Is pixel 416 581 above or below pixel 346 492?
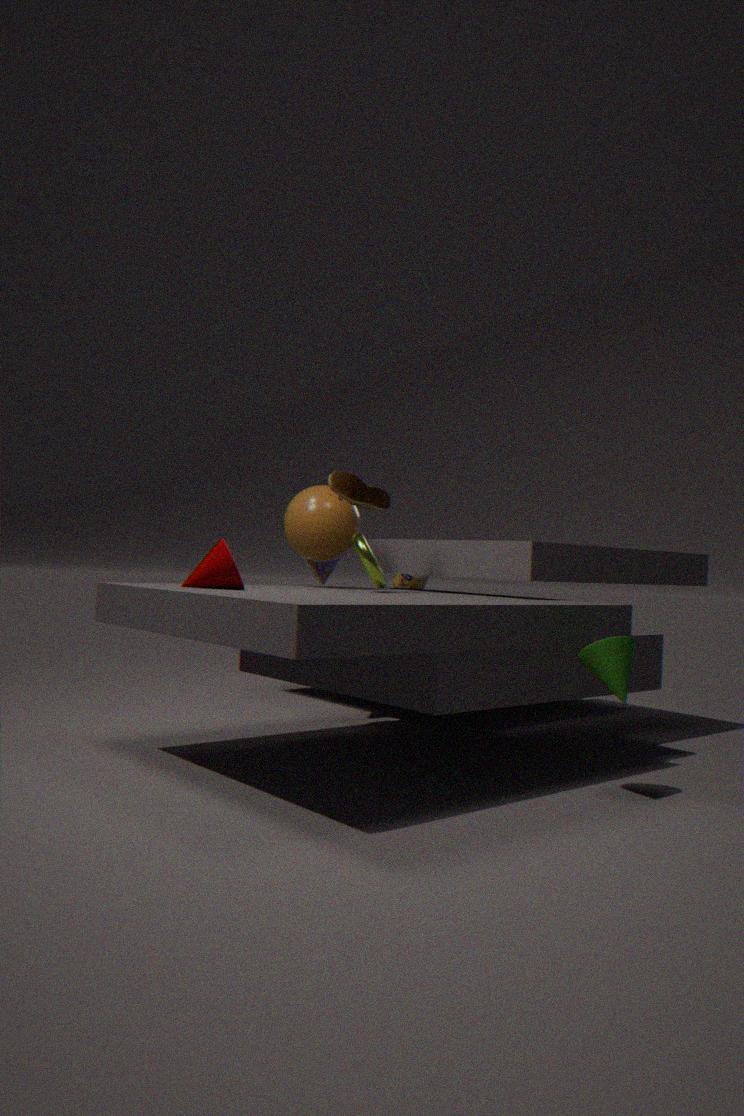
below
